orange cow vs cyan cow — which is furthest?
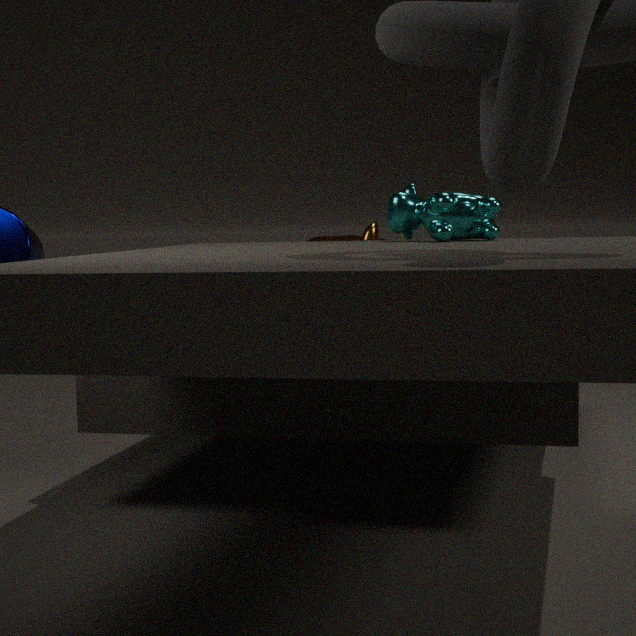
orange cow
